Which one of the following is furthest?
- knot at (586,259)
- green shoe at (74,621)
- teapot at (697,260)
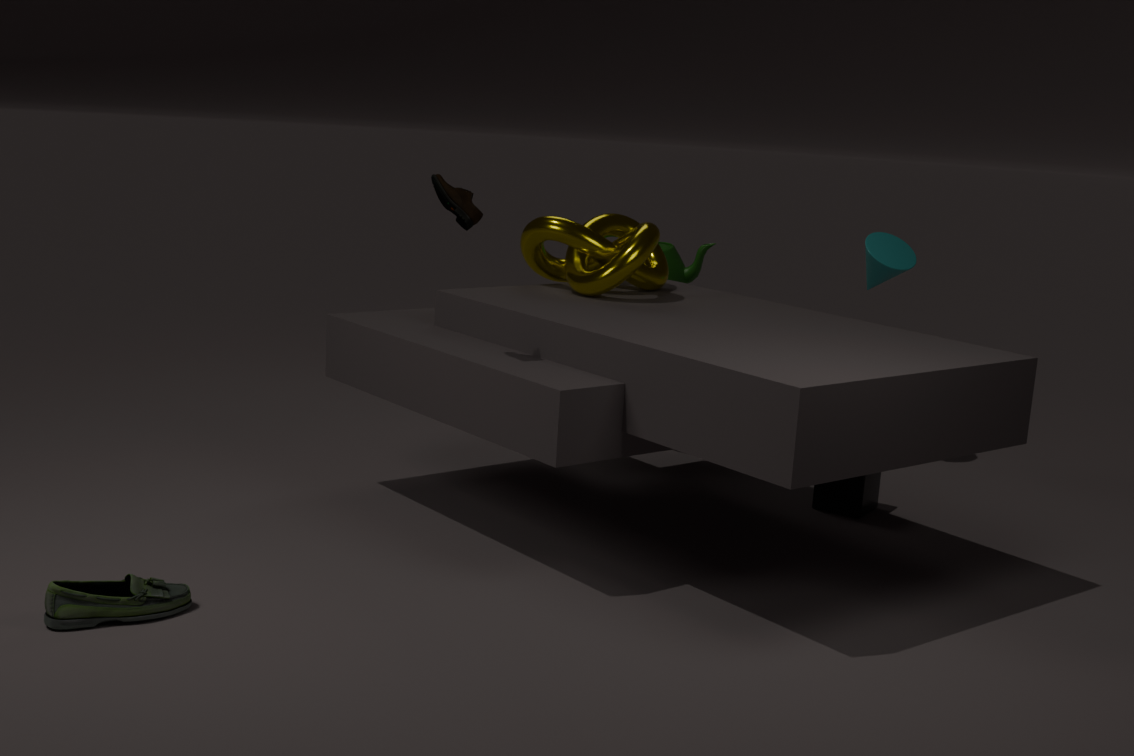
teapot at (697,260)
